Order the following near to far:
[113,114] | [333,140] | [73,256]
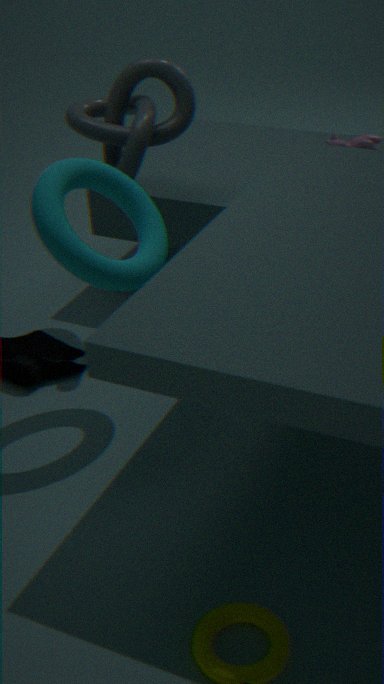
[73,256]
[113,114]
[333,140]
